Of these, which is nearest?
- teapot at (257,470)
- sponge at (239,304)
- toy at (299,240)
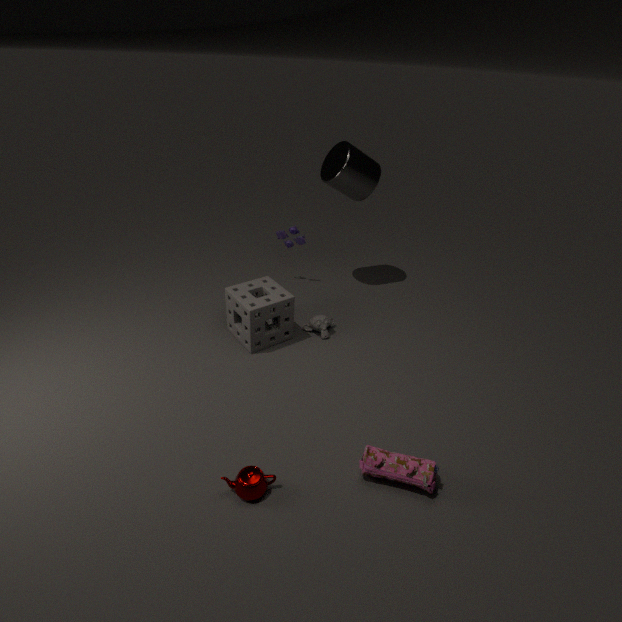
teapot at (257,470)
